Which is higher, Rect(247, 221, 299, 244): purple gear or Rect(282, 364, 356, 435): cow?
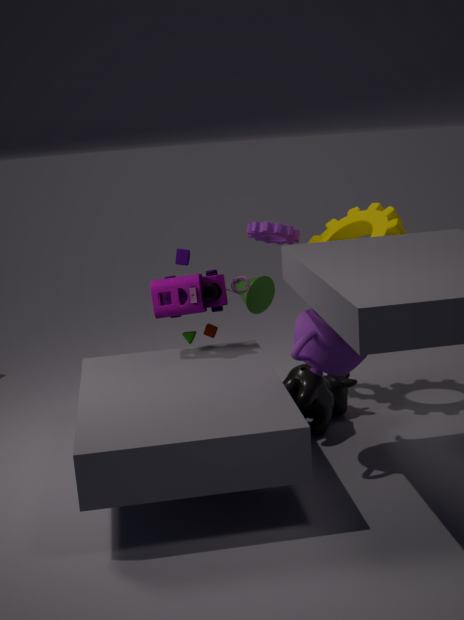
Rect(247, 221, 299, 244): purple gear
